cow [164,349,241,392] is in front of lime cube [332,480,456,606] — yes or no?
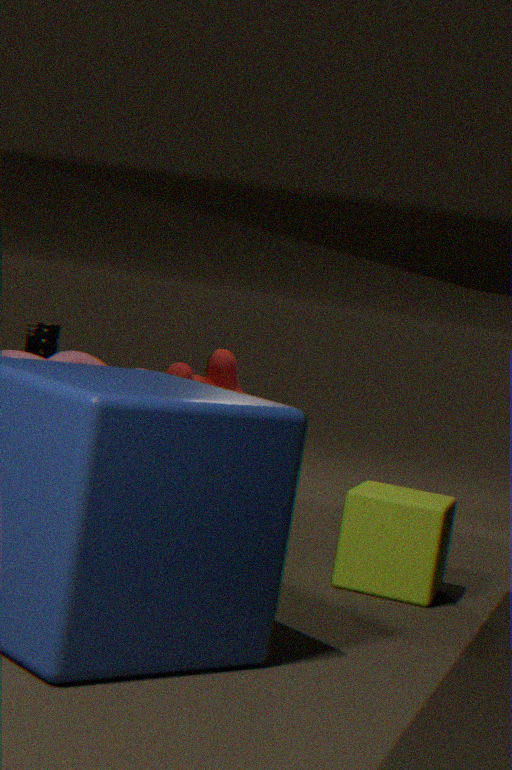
No
